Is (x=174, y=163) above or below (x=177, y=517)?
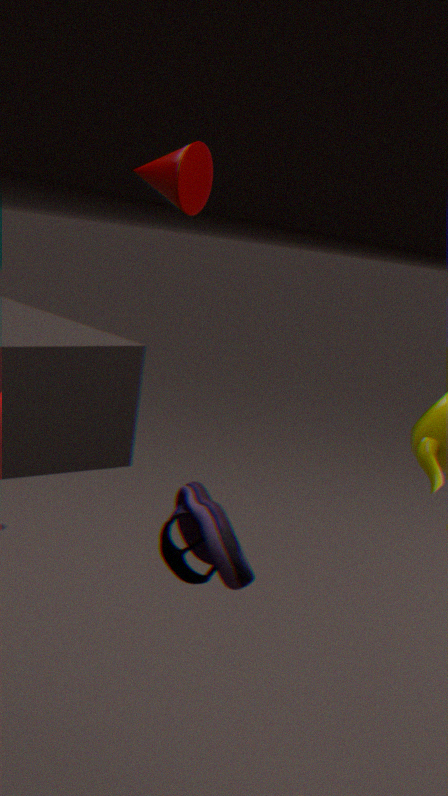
above
